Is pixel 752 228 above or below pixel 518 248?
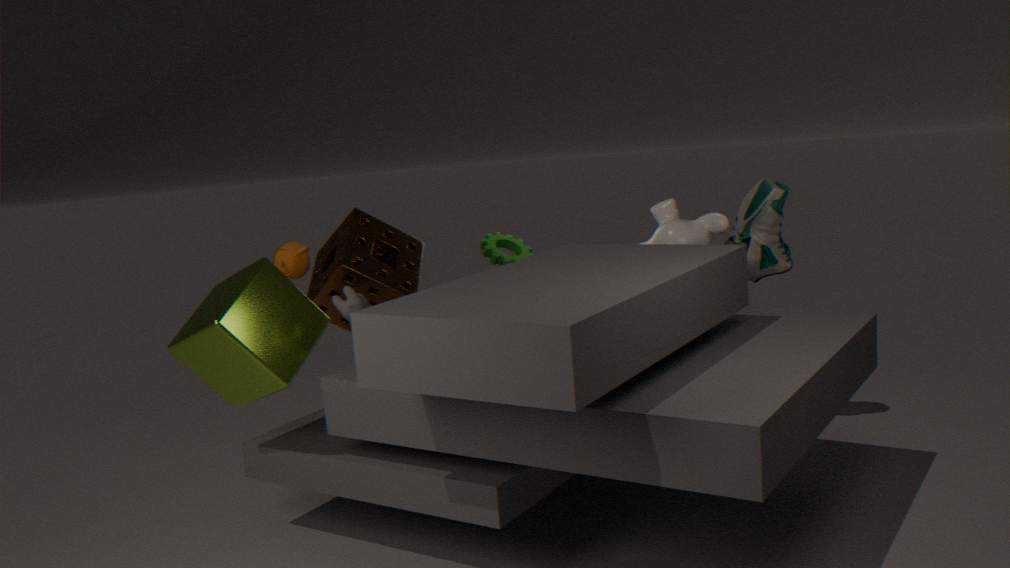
above
